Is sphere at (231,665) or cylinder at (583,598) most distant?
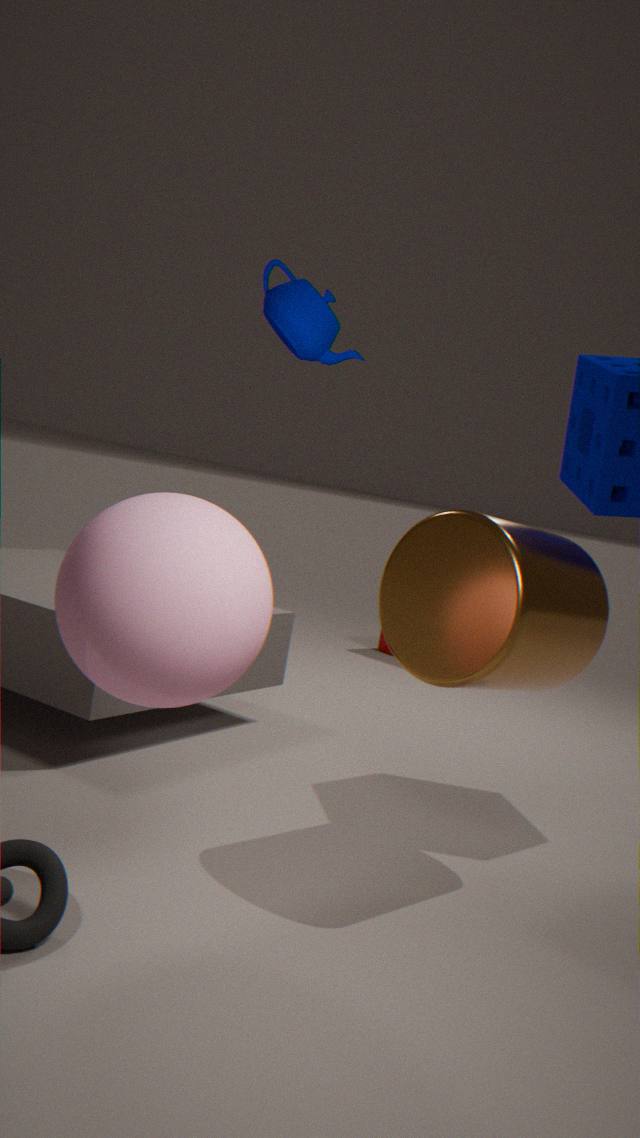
cylinder at (583,598)
